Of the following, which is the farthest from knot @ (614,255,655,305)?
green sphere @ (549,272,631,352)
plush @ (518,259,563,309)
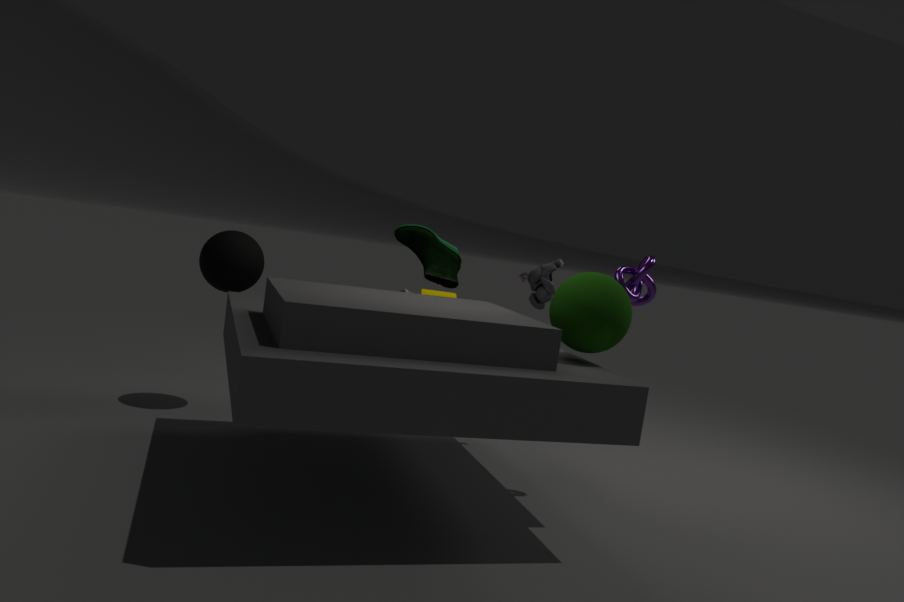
plush @ (518,259,563,309)
